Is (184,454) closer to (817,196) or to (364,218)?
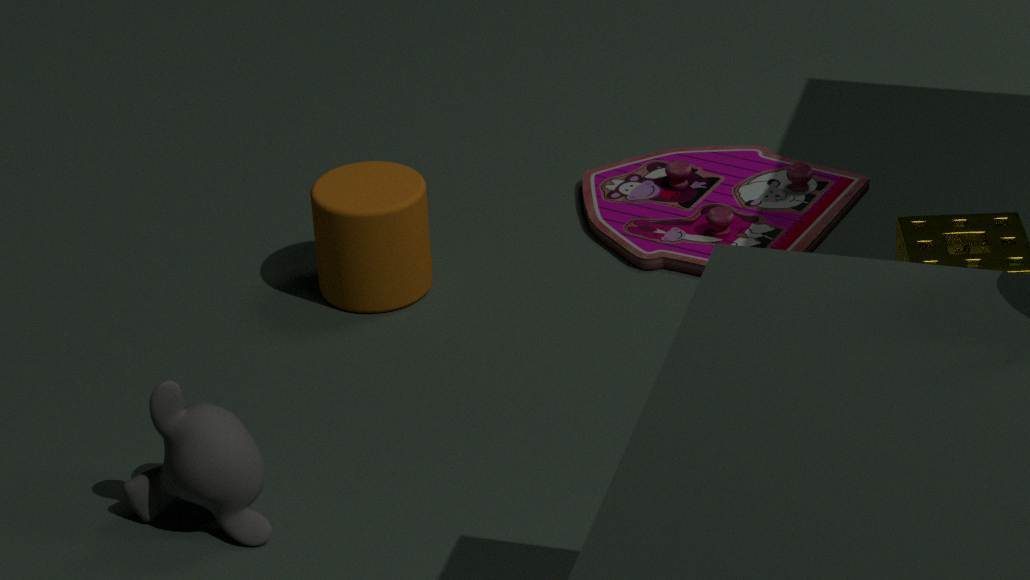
(364,218)
